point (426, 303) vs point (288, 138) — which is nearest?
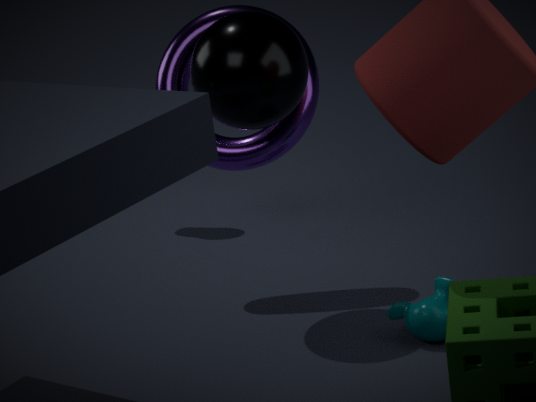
point (426, 303)
